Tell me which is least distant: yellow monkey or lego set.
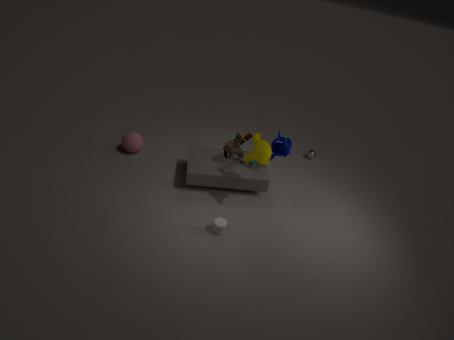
yellow monkey
